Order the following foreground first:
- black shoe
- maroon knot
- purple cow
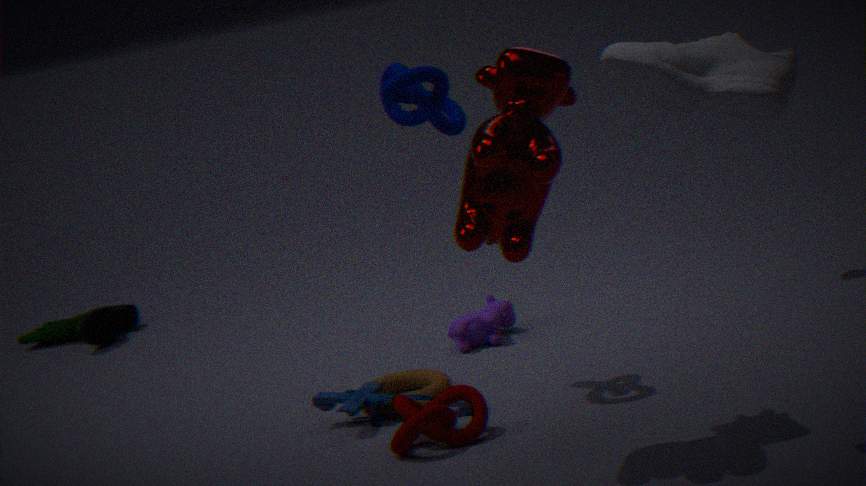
black shoe
maroon knot
purple cow
